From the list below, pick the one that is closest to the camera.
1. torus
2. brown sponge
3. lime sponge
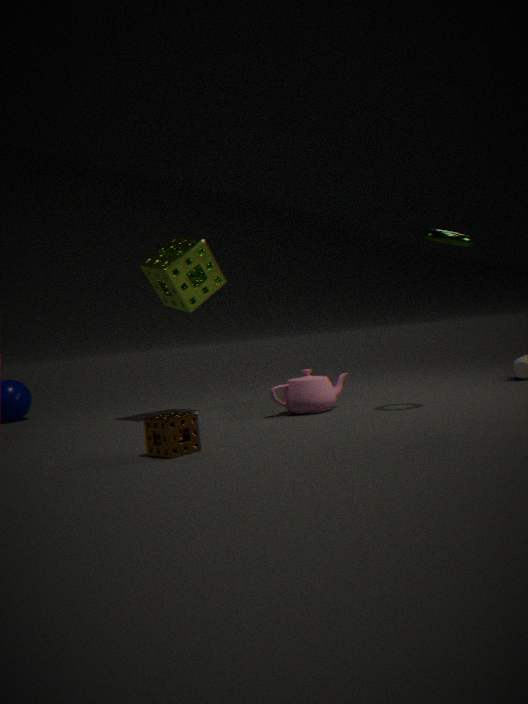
brown sponge
